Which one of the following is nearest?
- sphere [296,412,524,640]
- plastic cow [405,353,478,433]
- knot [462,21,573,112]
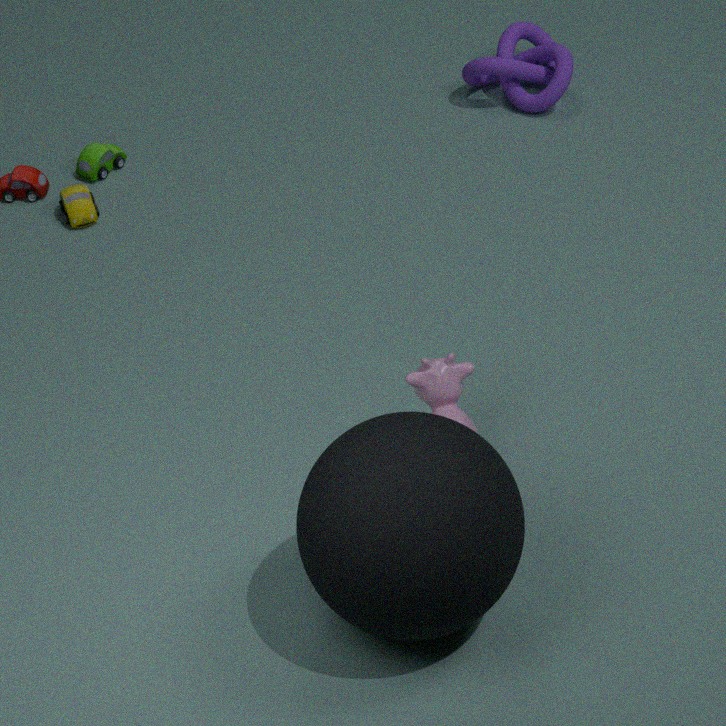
sphere [296,412,524,640]
